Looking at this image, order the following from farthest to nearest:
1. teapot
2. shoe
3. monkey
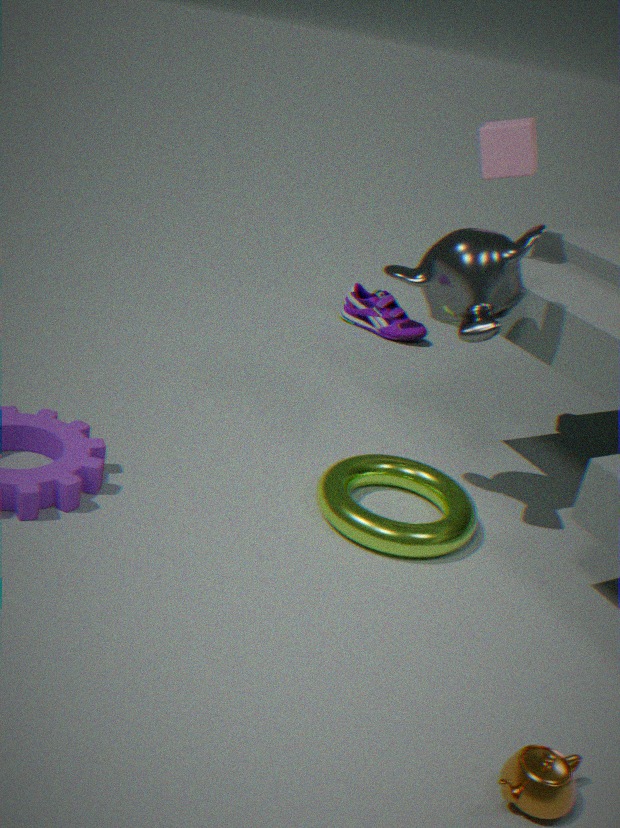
shoe < monkey < teapot
